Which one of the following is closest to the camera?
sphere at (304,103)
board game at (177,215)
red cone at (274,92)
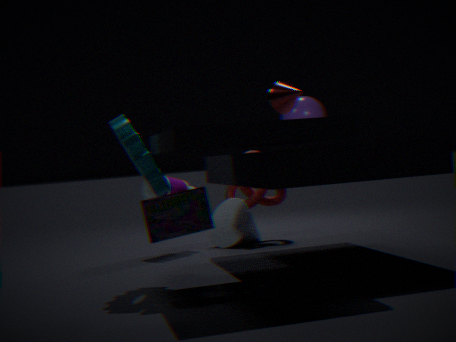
board game at (177,215)
